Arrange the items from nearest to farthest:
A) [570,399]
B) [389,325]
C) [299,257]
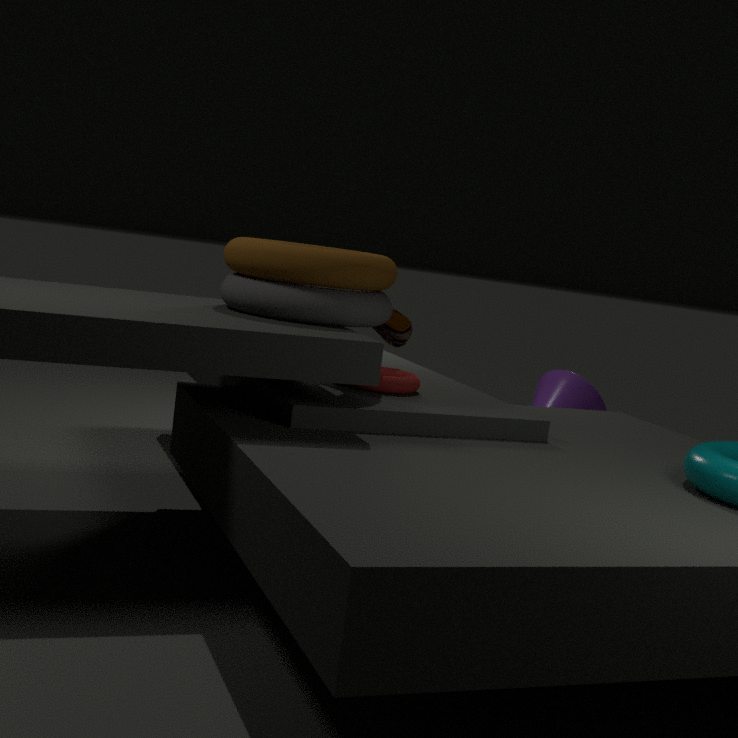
[299,257], [389,325], [570,399]
